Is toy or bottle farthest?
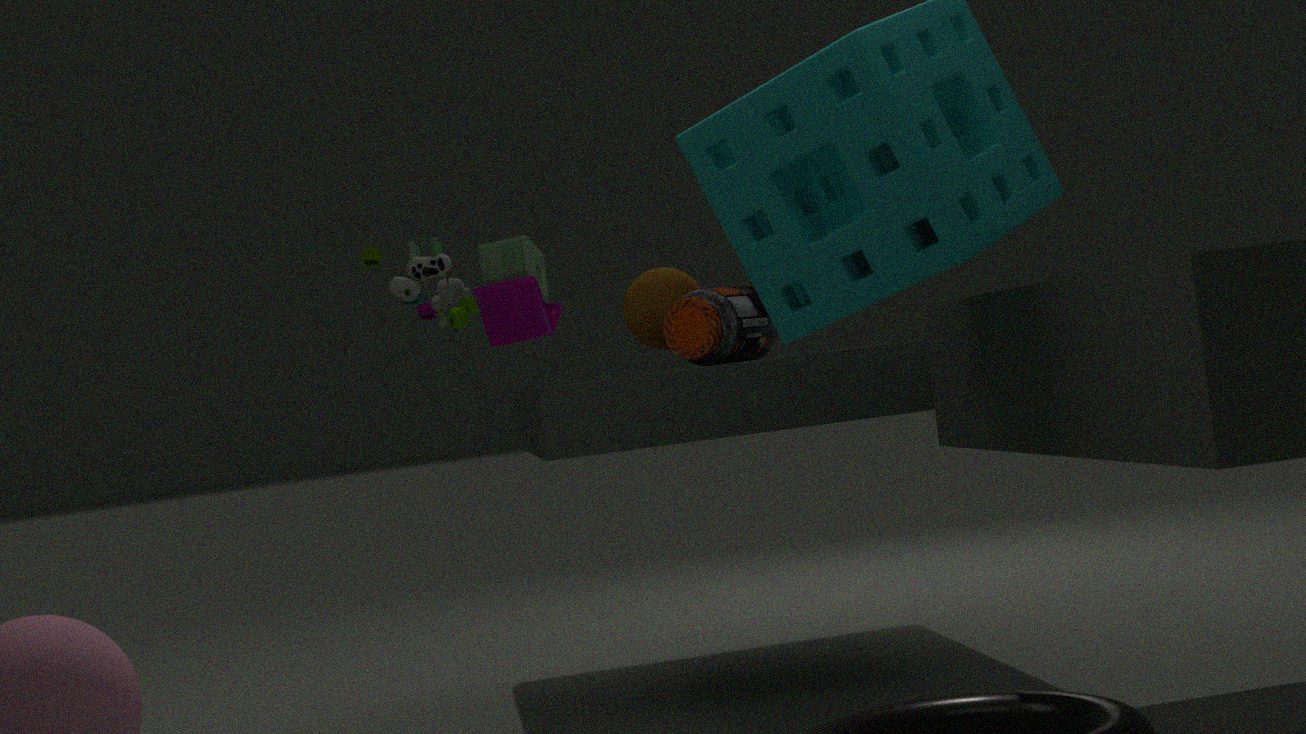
bottle
